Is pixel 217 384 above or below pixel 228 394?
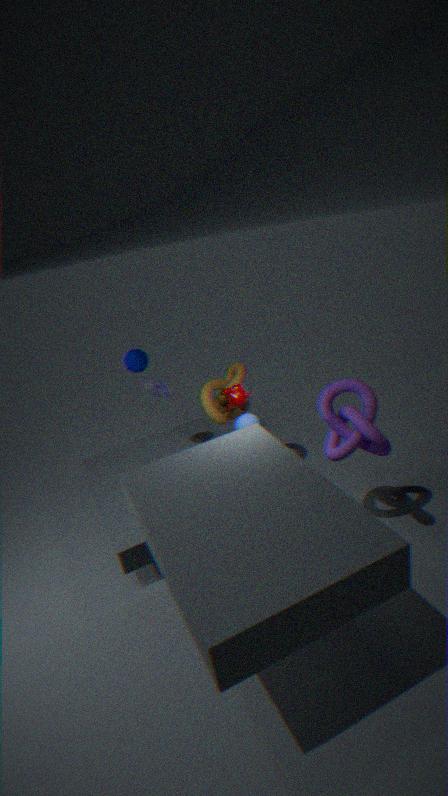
below
